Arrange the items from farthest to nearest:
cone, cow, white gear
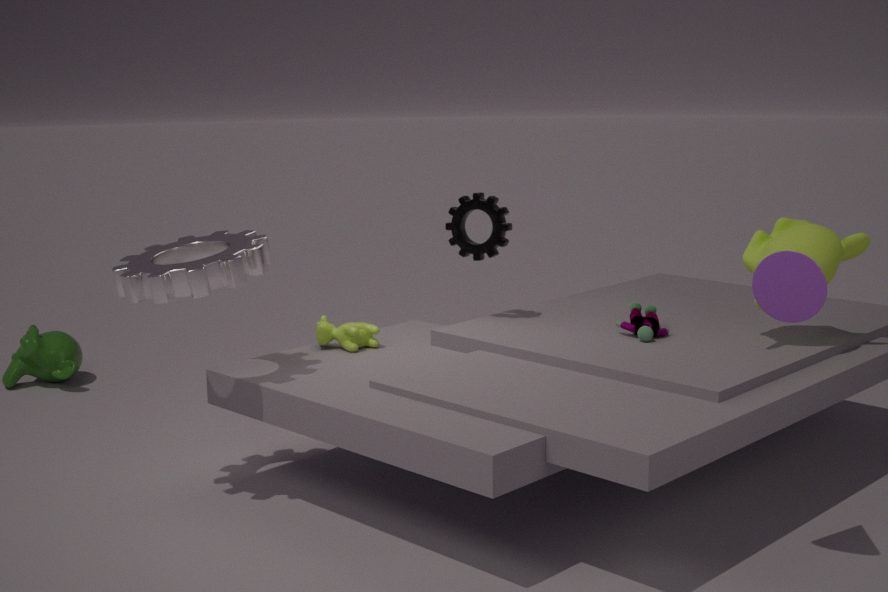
cow < white gear < cone
